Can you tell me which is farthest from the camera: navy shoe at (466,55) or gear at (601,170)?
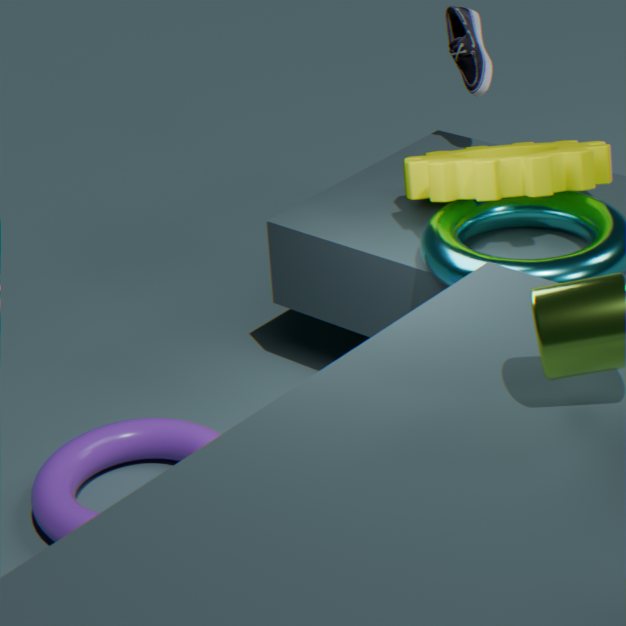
navy shoe at (466,55)
